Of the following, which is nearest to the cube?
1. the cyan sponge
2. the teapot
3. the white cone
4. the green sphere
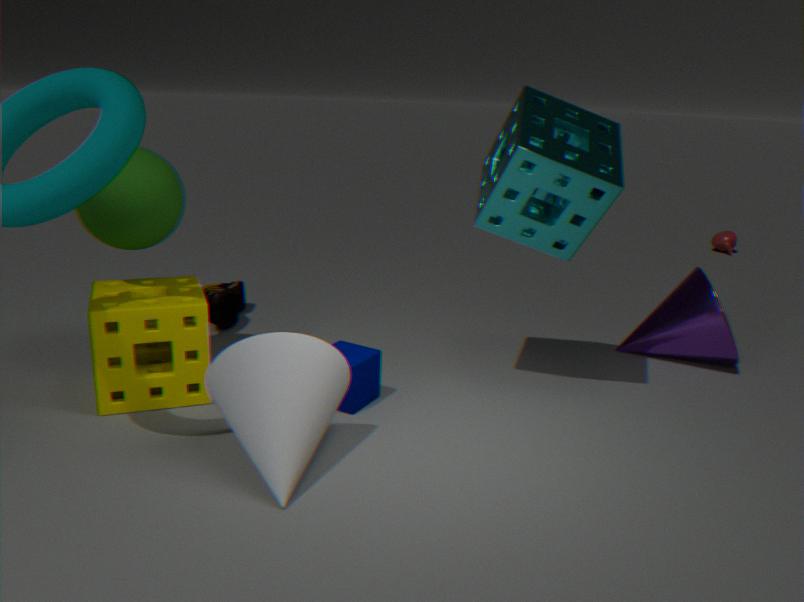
the white cone
